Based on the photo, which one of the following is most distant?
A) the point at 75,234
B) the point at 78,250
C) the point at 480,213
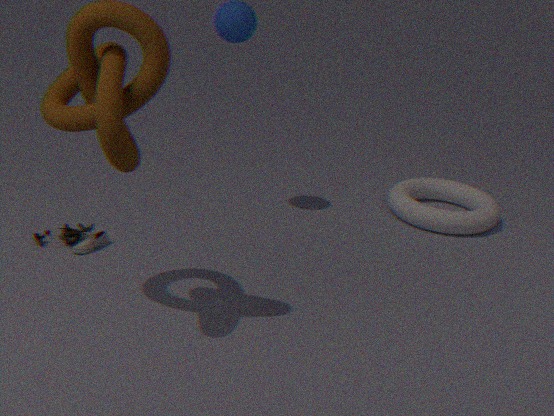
the point at 480,213
